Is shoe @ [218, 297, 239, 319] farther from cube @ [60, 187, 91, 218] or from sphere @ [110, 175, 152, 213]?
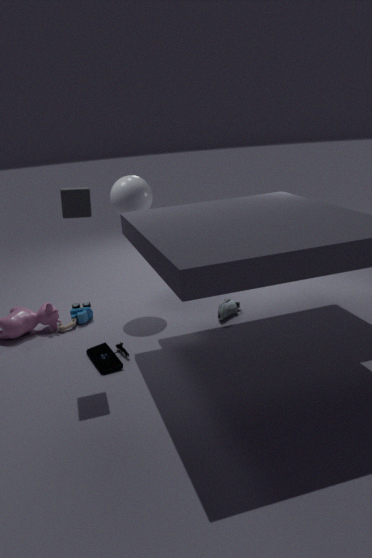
cube @ [60, 187, 91, 218]
